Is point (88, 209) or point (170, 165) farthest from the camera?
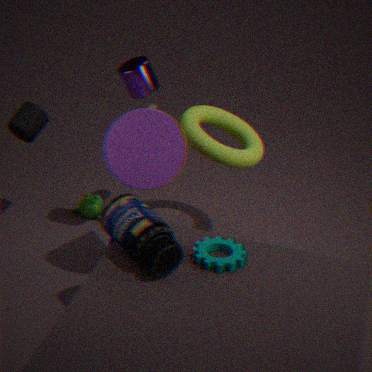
point (88, 209)
